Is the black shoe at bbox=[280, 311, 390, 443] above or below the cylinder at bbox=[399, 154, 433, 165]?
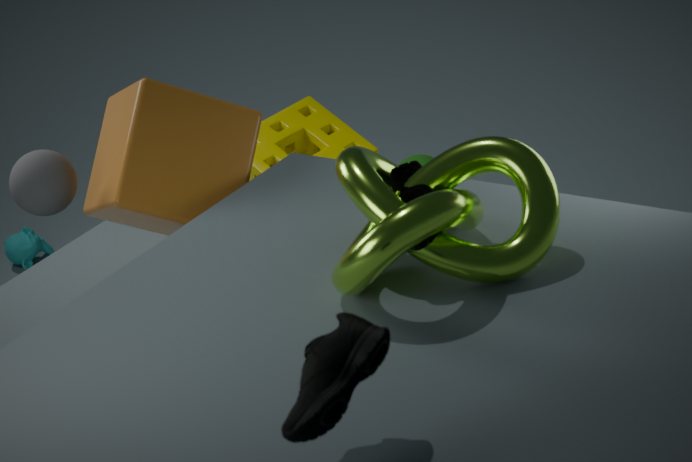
above
